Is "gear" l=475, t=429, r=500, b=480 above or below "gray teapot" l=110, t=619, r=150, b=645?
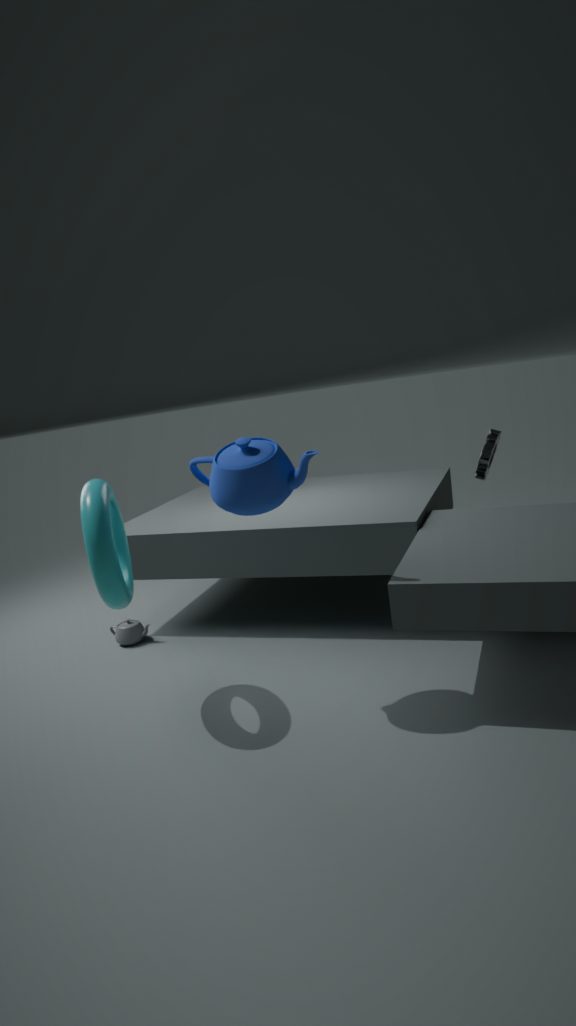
above
